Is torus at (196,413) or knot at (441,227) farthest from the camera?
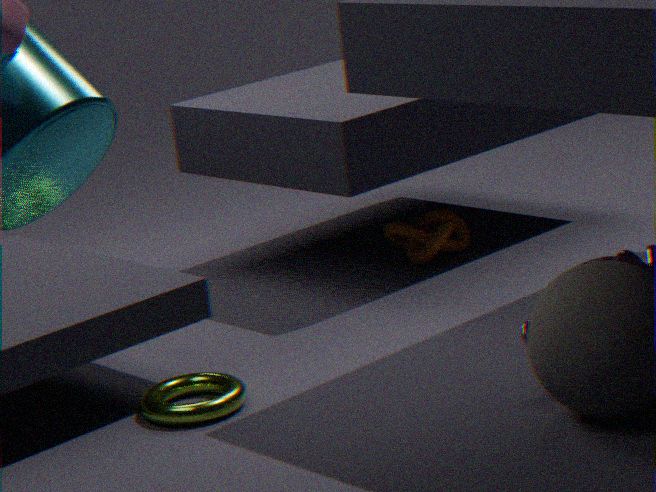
knot at (441,227)
